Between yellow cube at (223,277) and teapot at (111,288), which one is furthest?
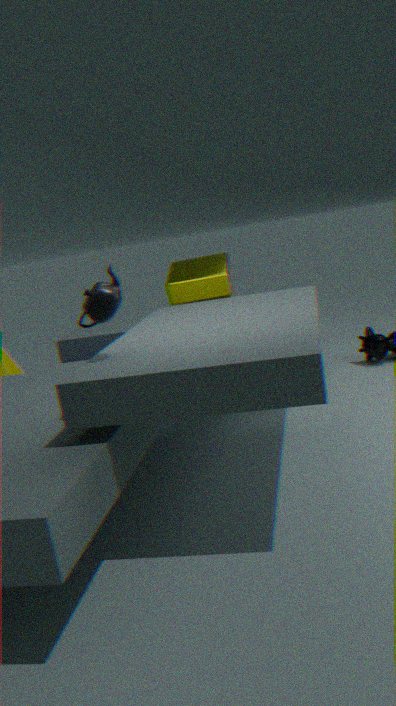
yellow cube at (223,277)
